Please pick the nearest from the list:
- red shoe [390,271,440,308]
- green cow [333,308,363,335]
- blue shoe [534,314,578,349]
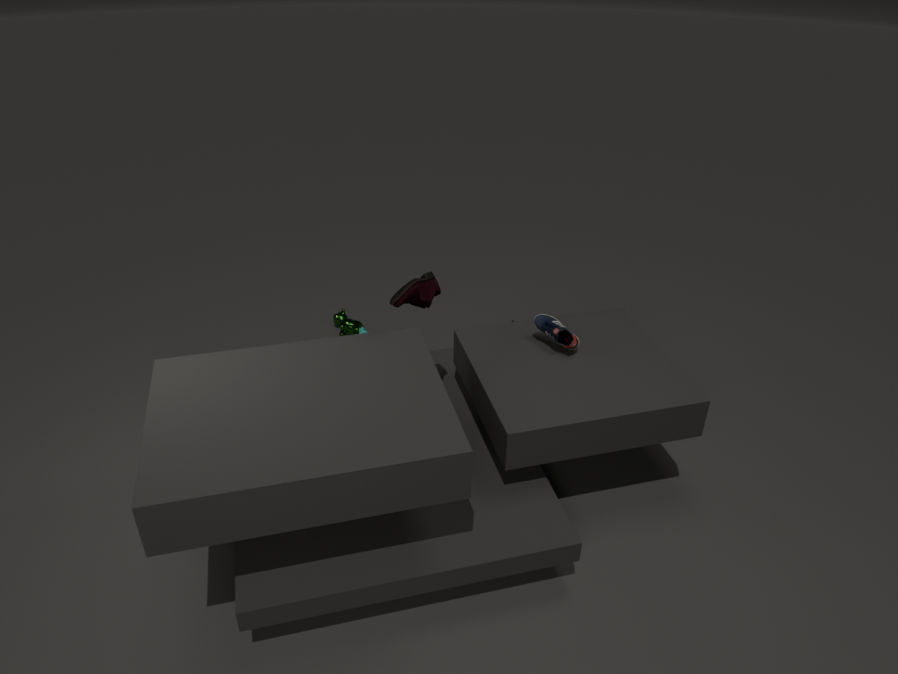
red shoe [390,271,440,308]
